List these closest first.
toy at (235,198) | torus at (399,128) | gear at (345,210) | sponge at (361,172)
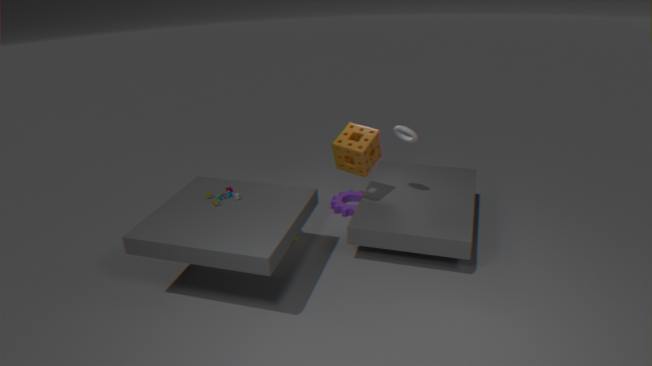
toy at (235,198) < sponge at (361,172) < torus at (399,128) < gear at (345,210)
